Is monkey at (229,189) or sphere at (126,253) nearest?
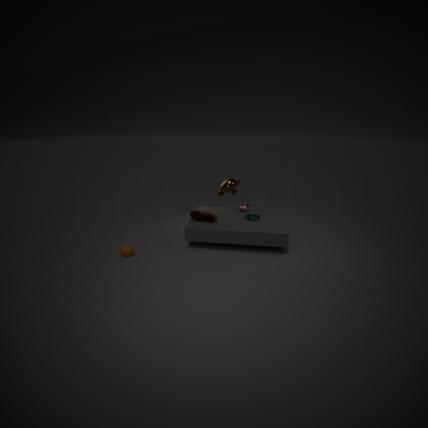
sphere at (126,253)
